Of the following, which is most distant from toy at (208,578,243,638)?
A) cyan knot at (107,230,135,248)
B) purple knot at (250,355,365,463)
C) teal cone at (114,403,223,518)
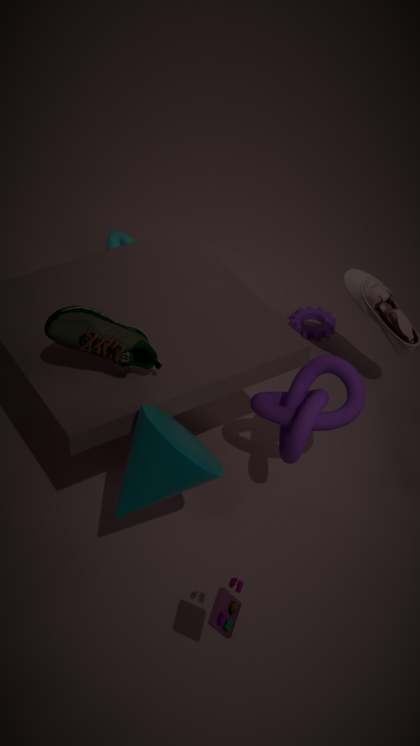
cyan knot at (107,230,135,248)
